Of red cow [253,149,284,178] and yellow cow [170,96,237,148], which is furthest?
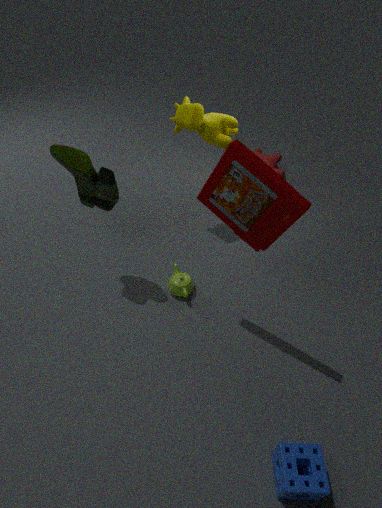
red cow [253,149,284,178]
